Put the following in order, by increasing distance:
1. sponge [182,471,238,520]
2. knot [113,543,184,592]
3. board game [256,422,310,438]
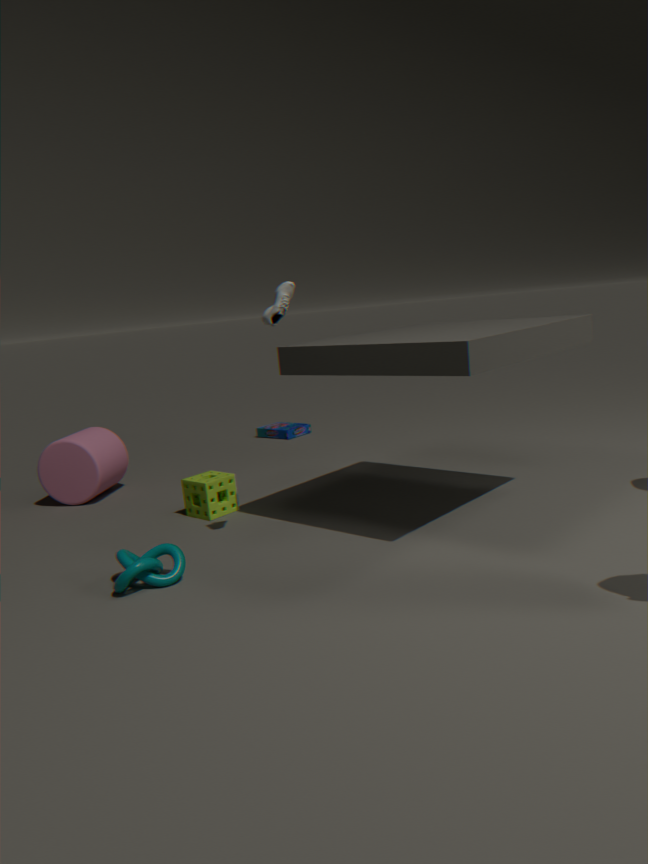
knot [113,543,184,592], sponge [182,471,238,520], board game [256,422,310,438]
